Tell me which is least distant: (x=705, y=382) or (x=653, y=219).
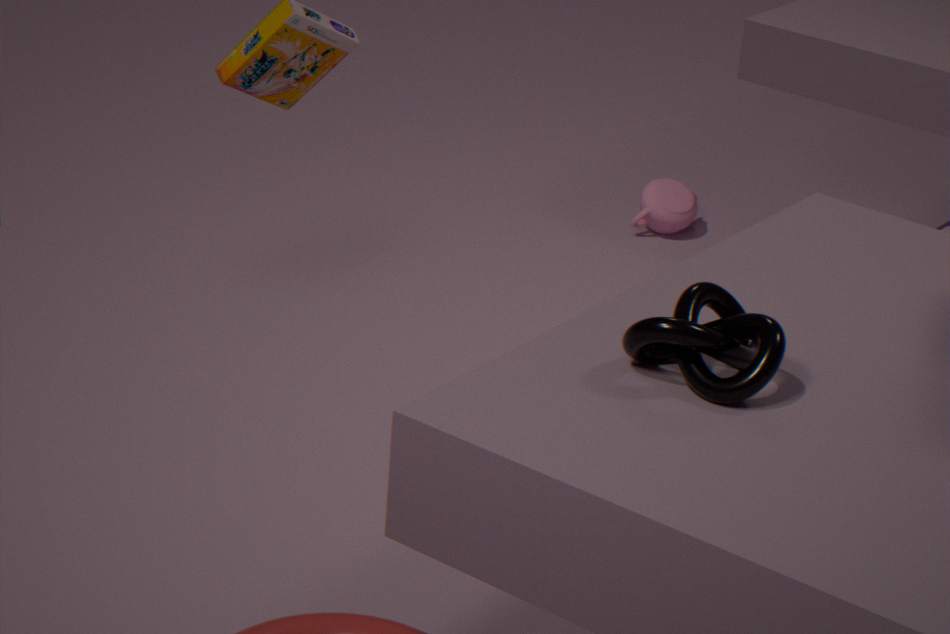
(x=705, y=382)
